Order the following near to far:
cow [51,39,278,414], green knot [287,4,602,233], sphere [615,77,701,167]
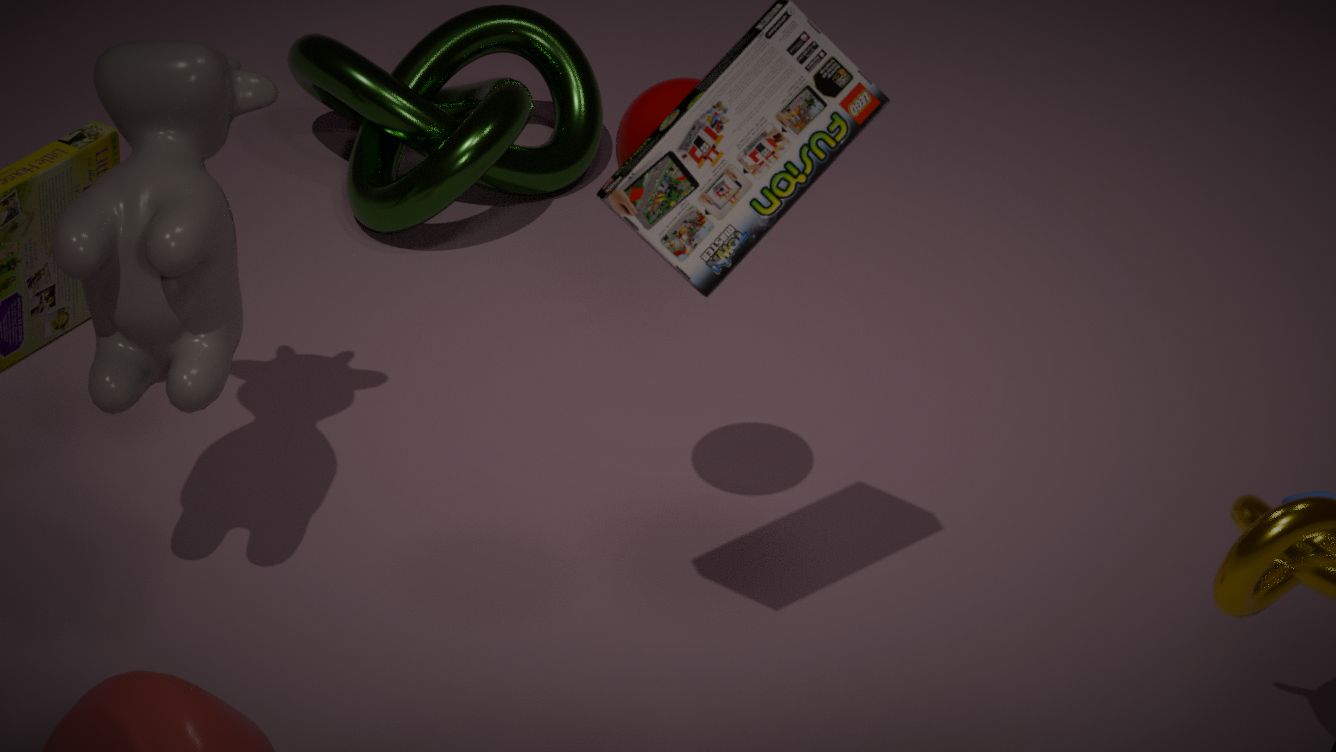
cow [51,39,278,414], sphere [615,77,701,167], green knot [287,4,602,233]
